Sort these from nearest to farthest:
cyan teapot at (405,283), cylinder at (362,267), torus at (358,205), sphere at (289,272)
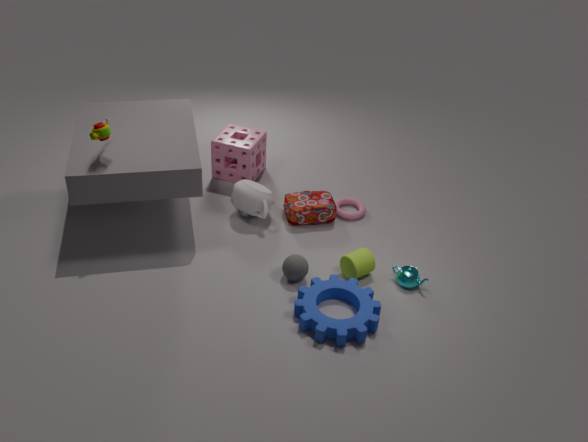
sphere at (289,272) → cylinder at (362,267) → cyan teapot at (405,283) → torus at (358,205)
